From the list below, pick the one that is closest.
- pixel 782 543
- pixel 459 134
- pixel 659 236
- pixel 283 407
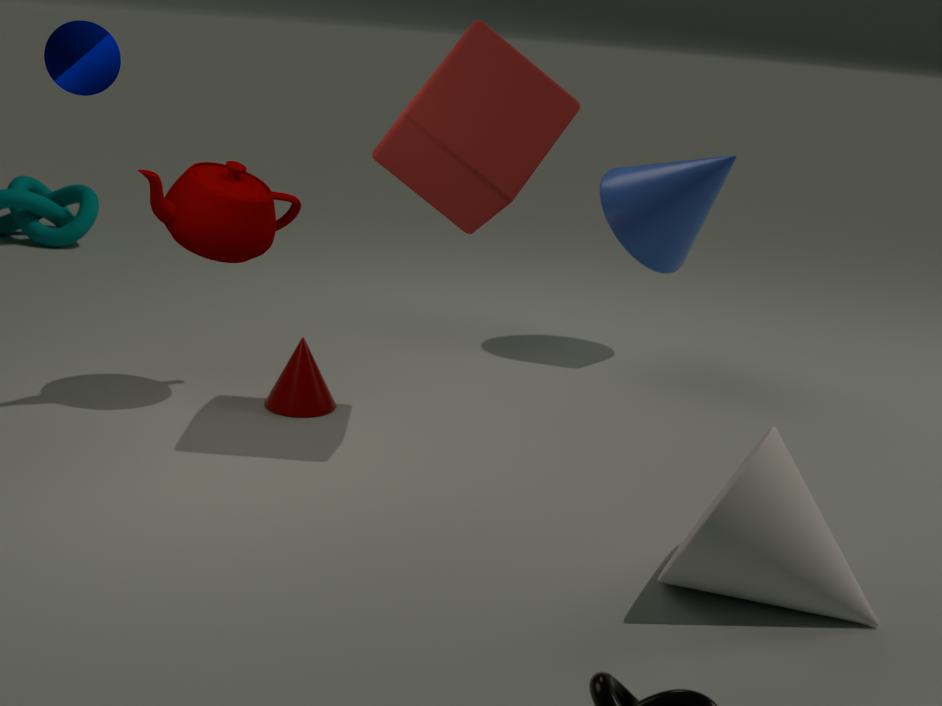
pixel 782 543
